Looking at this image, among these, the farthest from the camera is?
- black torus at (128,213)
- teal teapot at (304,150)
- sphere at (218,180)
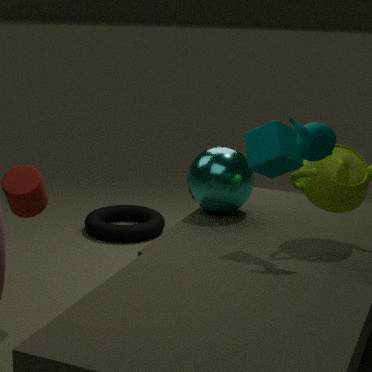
black torus at (128,213)
